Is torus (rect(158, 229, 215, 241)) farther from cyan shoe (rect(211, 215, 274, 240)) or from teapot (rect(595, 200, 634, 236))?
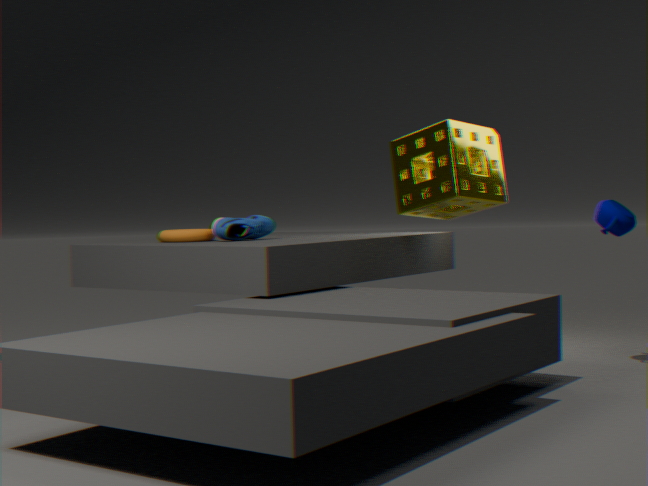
teapot (rect(595, 200, 634, 236))
